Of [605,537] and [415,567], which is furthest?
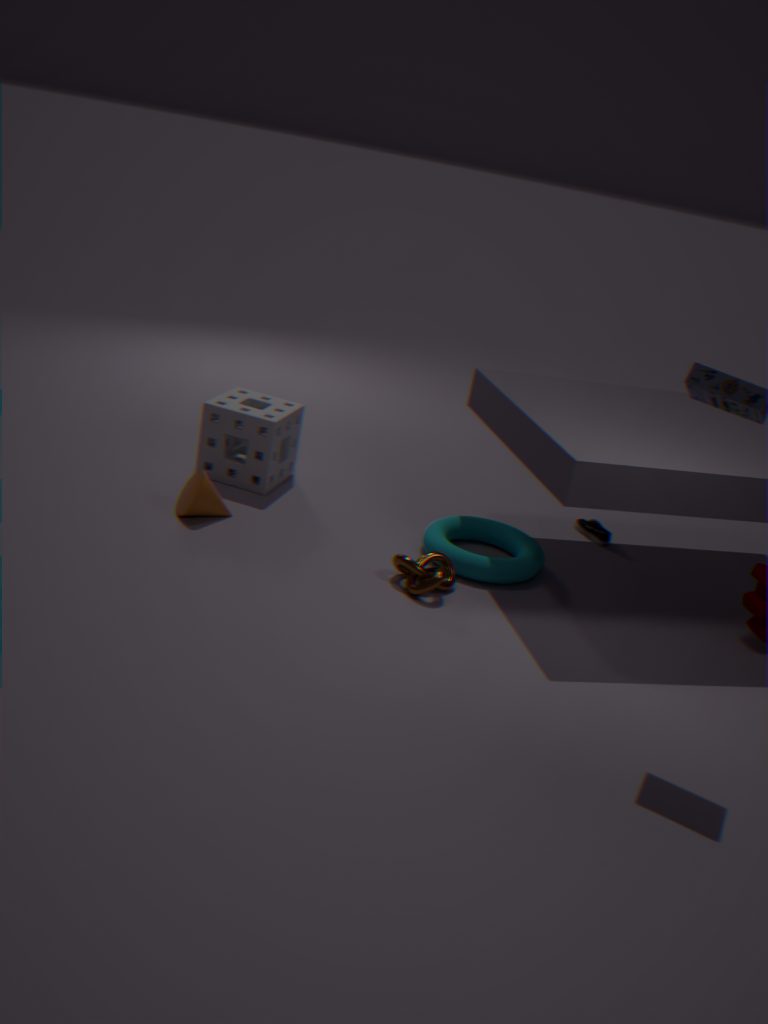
[605,537]
